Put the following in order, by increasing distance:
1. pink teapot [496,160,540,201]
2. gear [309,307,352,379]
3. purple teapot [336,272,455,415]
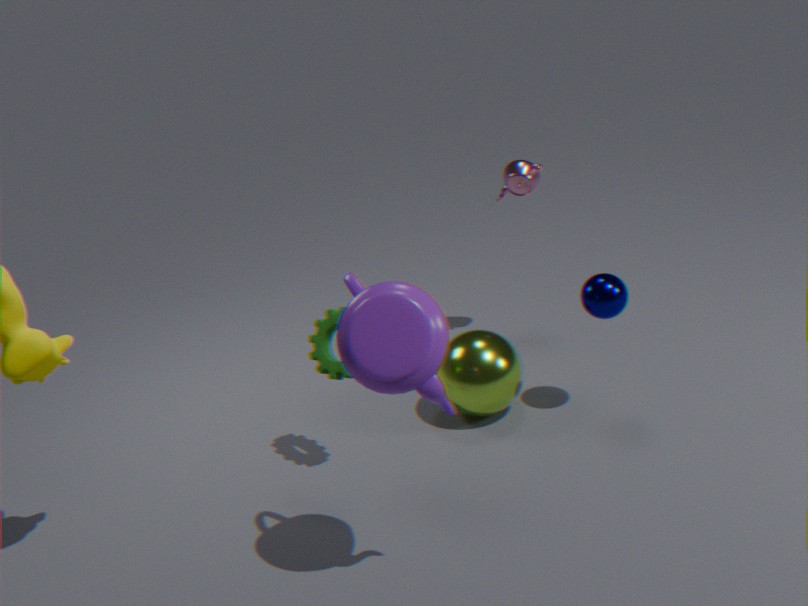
purple teapot [336,272,455,415], gear [309,307,352,379], pink teapot [496,160,540,201]
